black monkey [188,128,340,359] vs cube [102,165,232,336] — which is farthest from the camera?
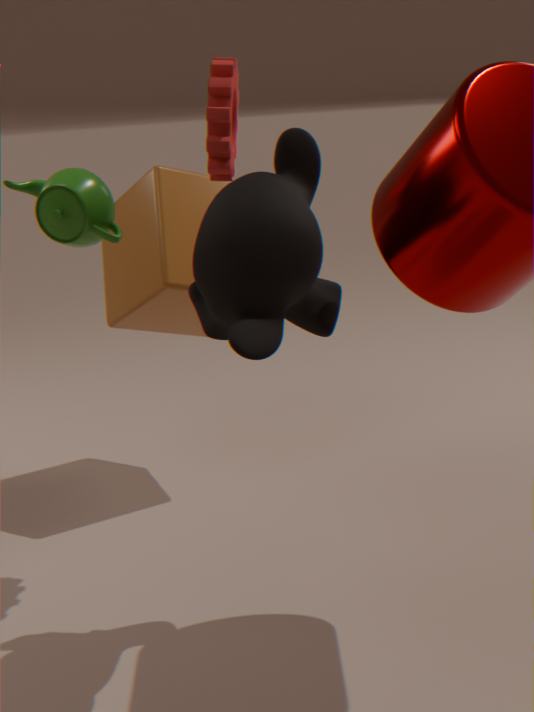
cube [102,165,232,336]
